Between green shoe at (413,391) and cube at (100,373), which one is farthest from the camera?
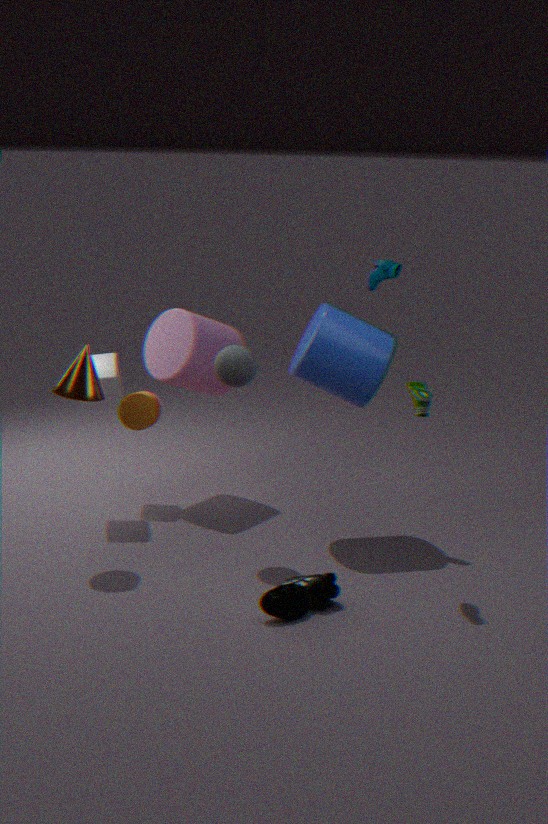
cube at (100,373)
